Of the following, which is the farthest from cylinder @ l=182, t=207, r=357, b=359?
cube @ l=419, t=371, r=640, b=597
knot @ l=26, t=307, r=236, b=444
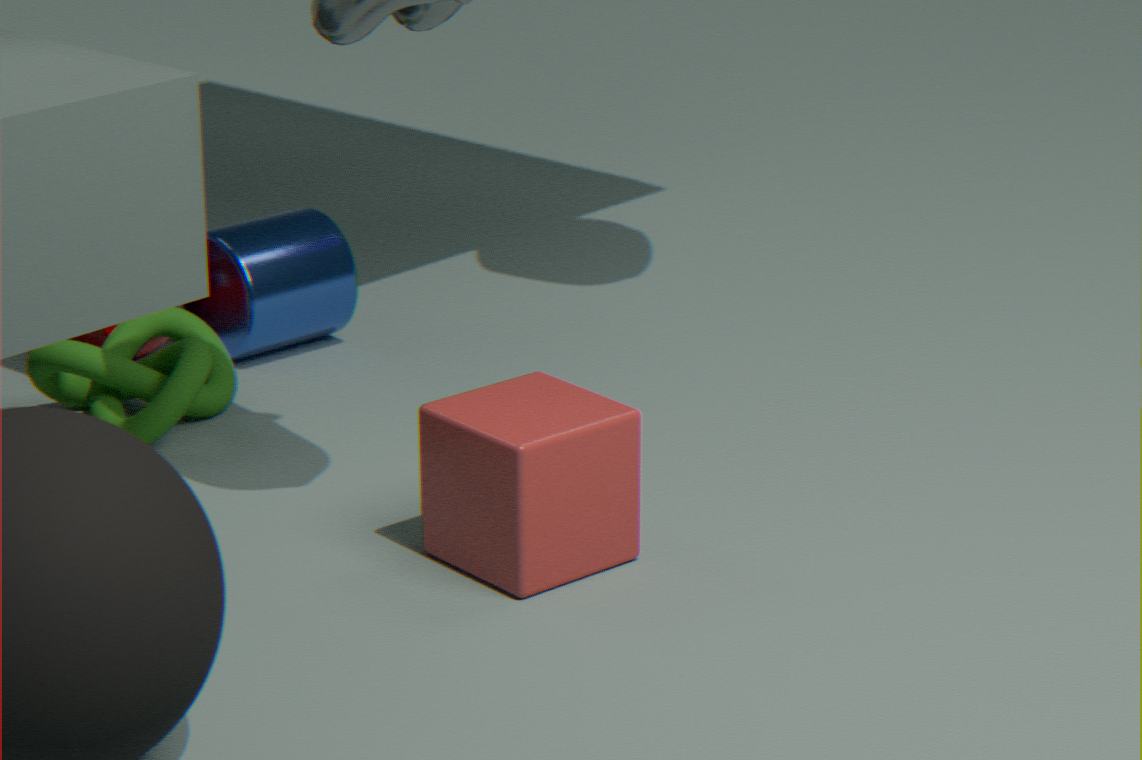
cube @ l=419, t=371, r=640, b=597
